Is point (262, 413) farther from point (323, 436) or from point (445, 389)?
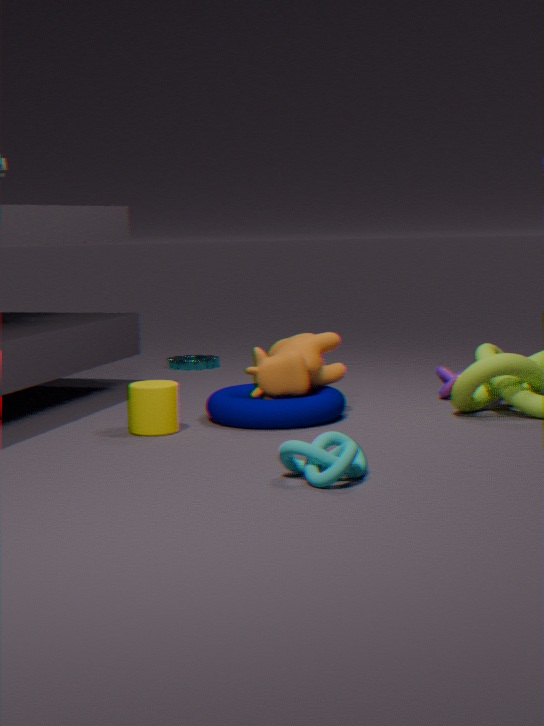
point (323, 436)
